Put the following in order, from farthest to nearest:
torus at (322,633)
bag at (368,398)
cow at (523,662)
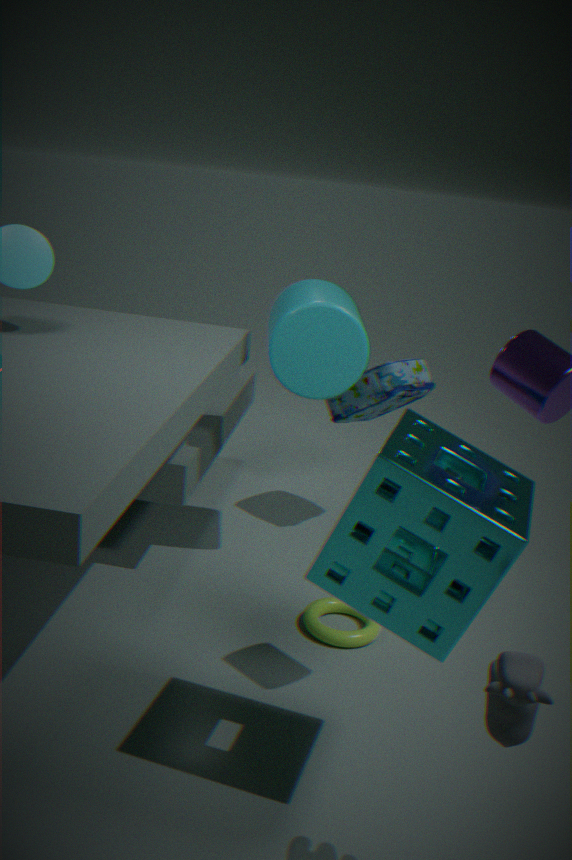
1. bag at (368,398)
2. torus at (322,633)
3. cow at (523,662)
